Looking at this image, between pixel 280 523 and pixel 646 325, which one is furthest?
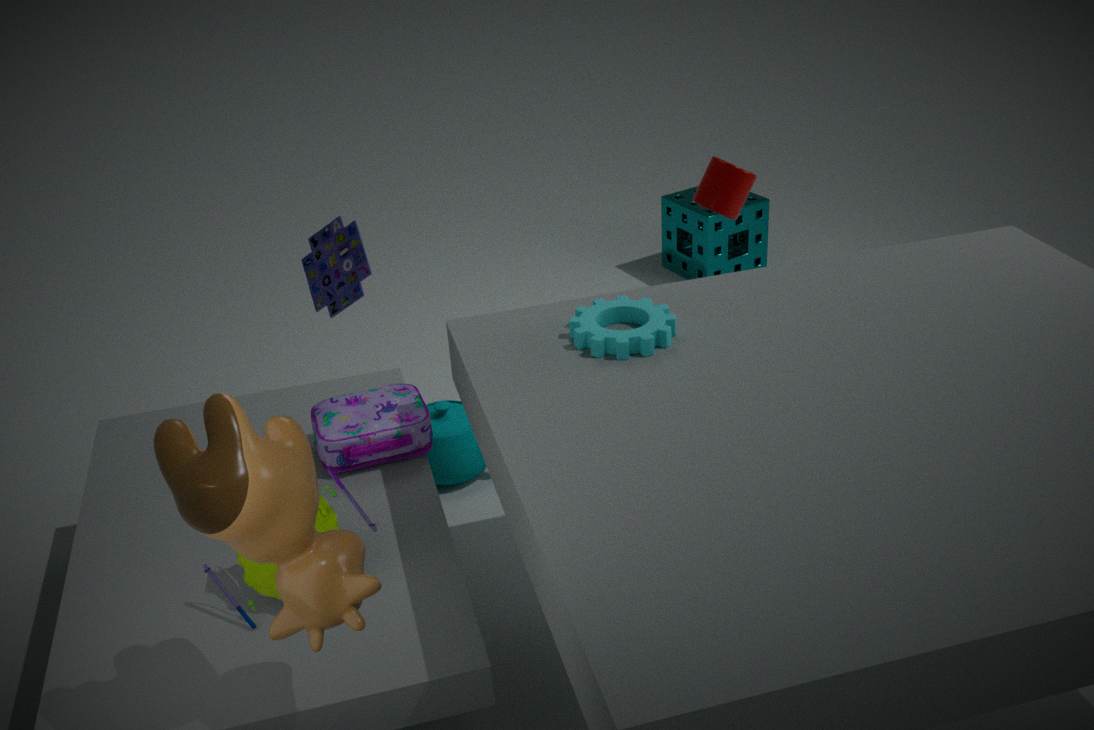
pixel 646 325
